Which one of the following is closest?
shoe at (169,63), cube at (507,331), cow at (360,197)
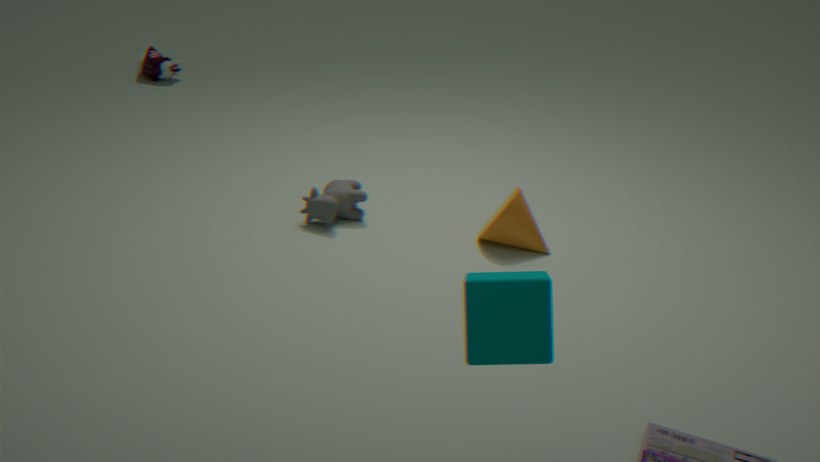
cube at (507,331)
